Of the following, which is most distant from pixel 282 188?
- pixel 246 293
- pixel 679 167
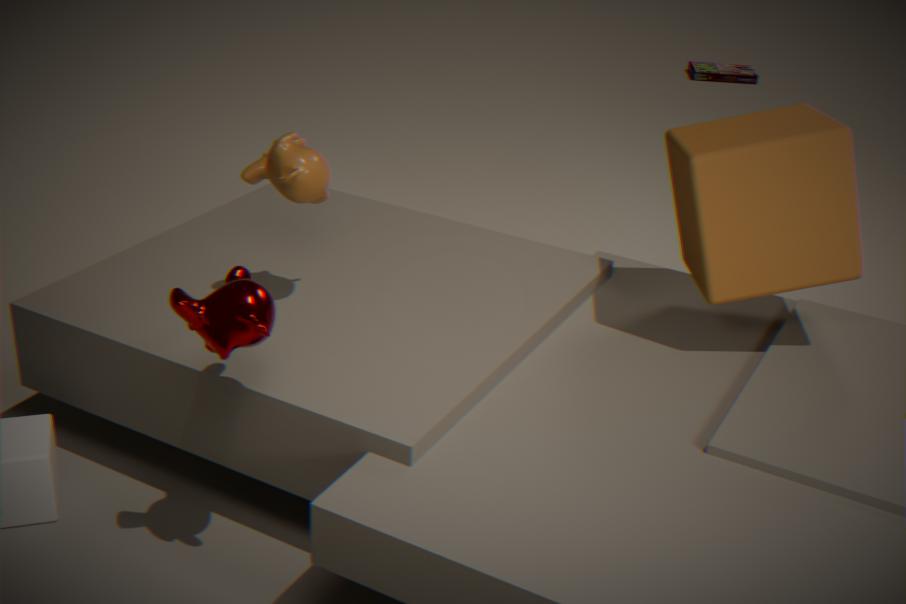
pixel 679 167
